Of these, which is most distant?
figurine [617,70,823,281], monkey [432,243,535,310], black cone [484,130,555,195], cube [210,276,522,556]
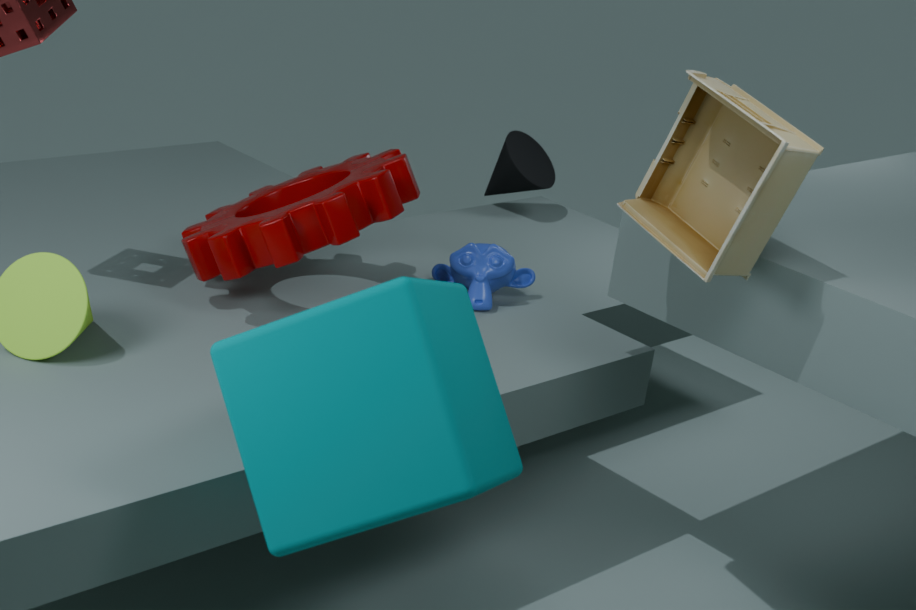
black cone [484,130,555,195]
